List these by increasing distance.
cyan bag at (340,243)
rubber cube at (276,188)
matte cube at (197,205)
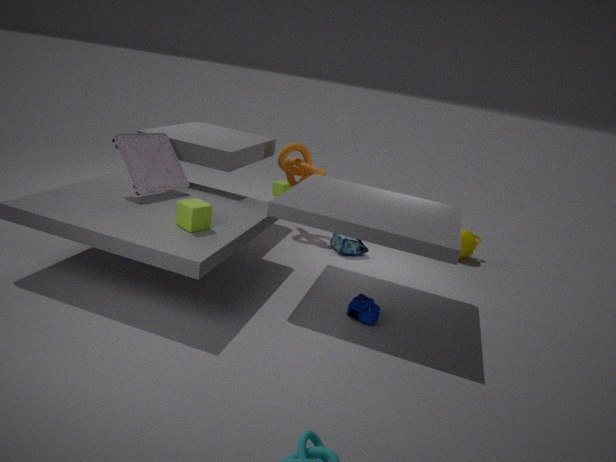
matte cube at (197,205) → cyan bag at (340,243) → rubber cube at (276,188)
